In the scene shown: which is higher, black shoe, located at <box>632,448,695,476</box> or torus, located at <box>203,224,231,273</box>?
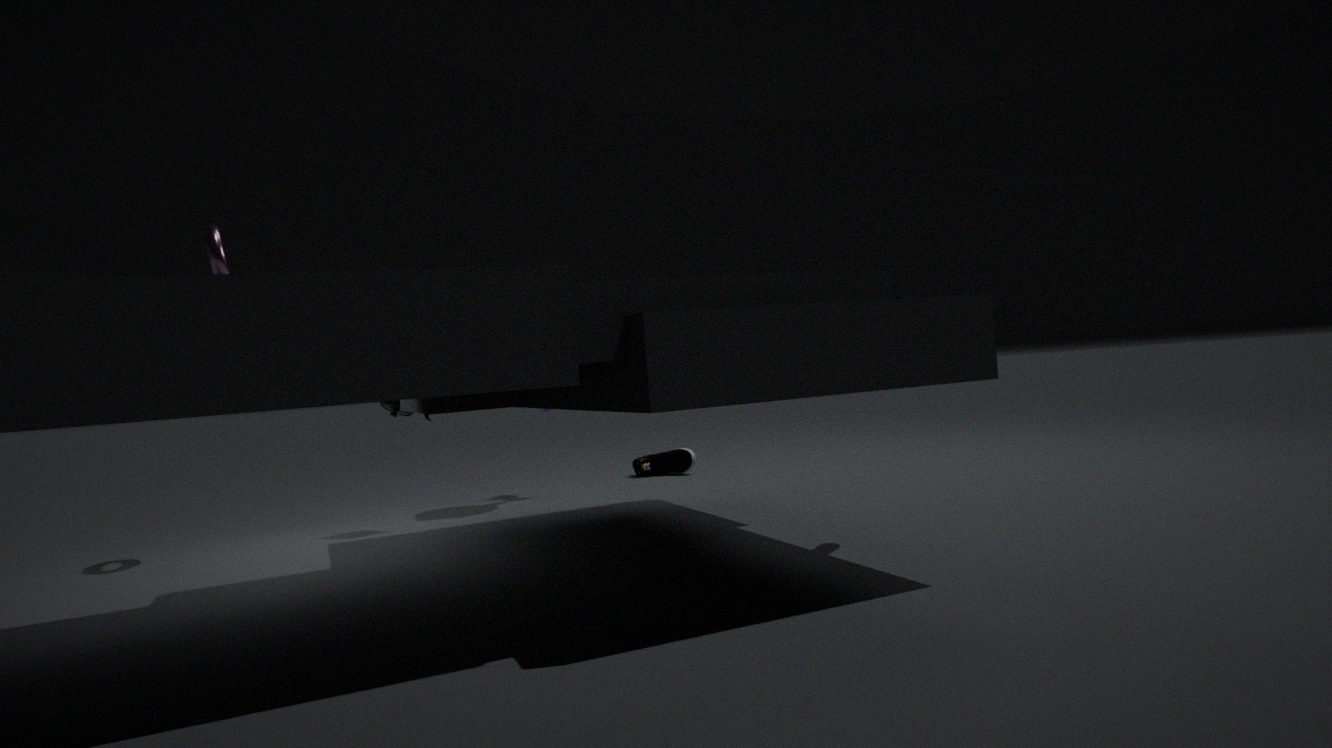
torus, located at <box>203,224,231,273</box>
